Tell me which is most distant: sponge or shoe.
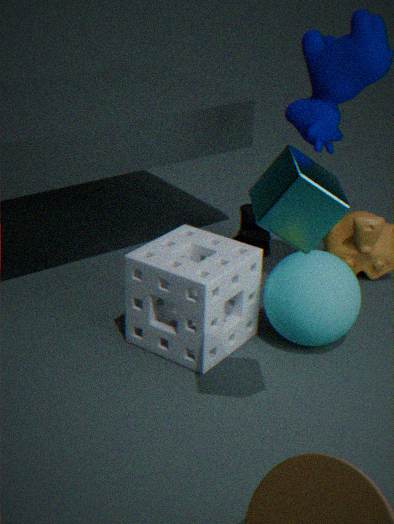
shoe
